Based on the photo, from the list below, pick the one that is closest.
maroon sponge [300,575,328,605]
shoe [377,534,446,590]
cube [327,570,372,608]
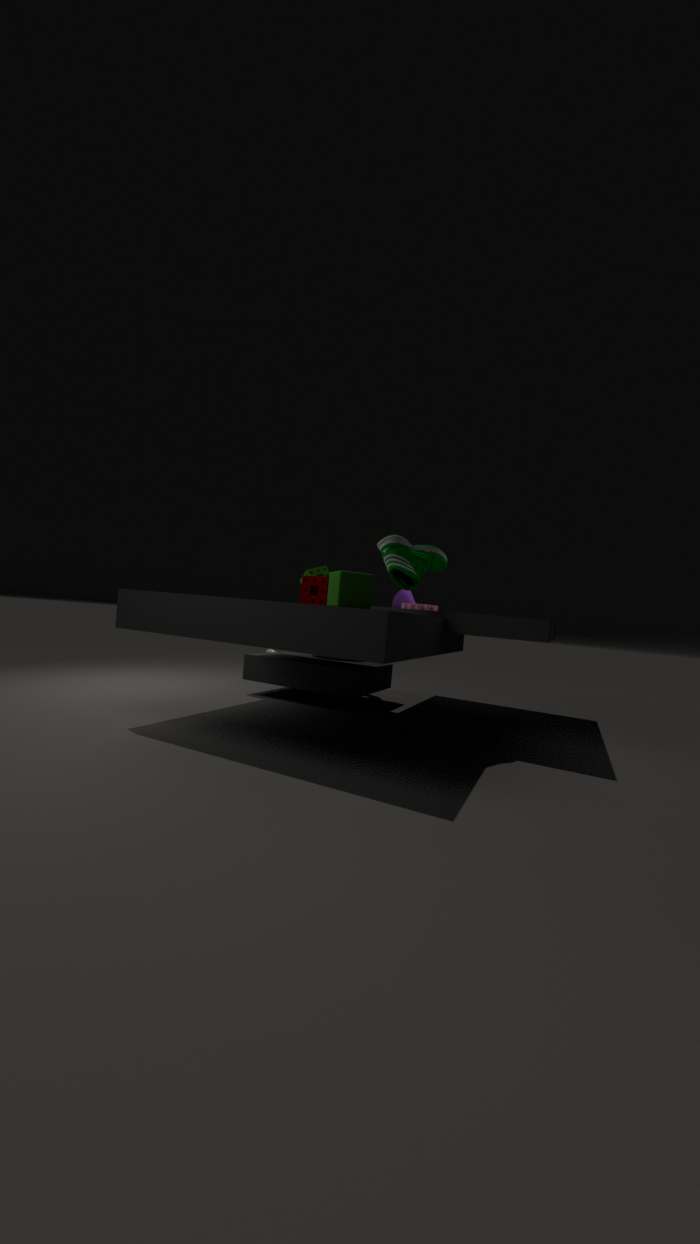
cube [327,570,372,608]
